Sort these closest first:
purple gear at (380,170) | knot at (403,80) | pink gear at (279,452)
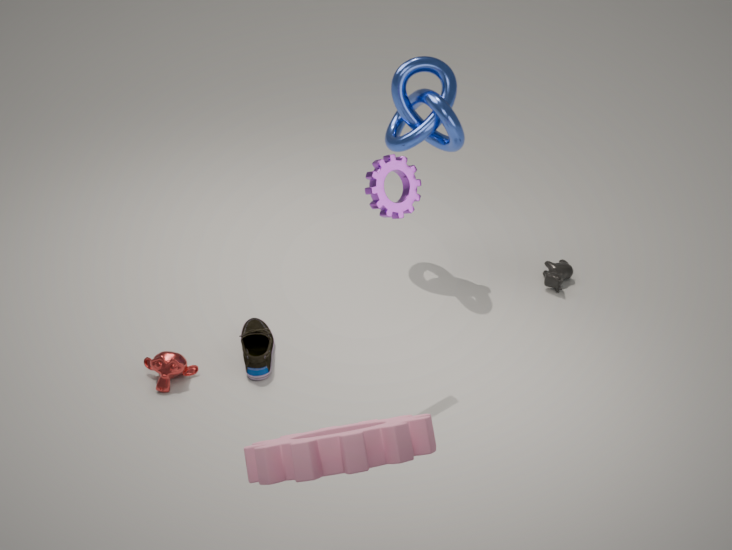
pink gear at (279,452) < purple gear at (380,170) < knot at (403,80)
